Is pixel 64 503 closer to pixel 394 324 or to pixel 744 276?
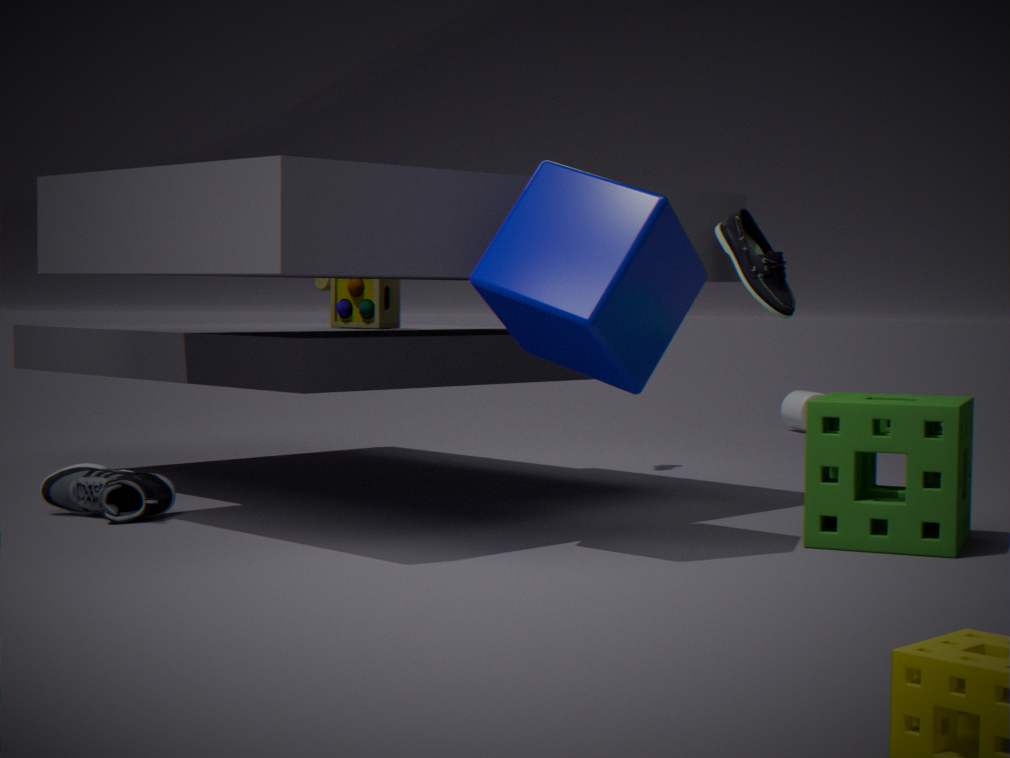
pixel 394 324
